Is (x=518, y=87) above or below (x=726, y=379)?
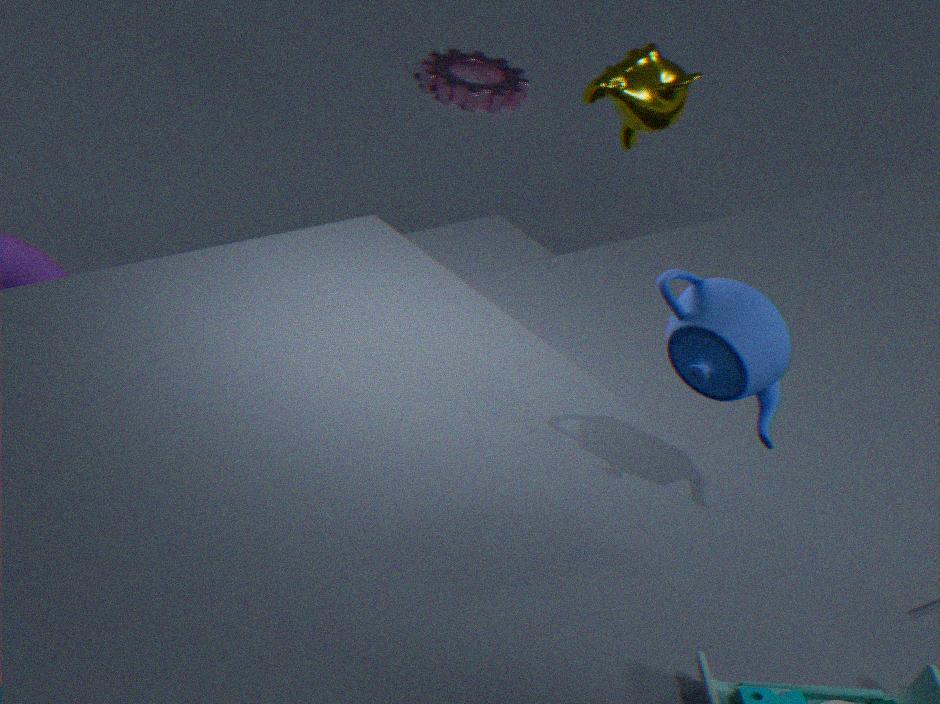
below
